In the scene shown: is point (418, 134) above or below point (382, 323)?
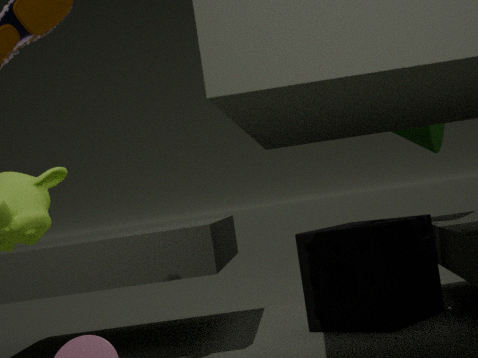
above
